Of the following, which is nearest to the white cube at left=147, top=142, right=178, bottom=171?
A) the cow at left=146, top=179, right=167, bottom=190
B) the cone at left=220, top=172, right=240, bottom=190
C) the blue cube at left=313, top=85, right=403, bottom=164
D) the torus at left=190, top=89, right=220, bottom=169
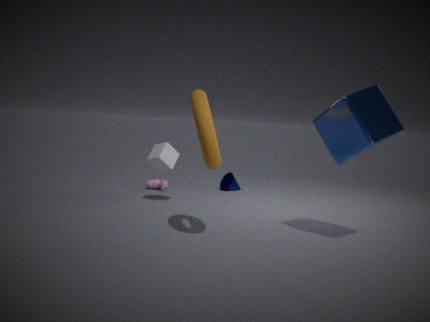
the cow at left=146, top=179, right=167, bottom=190
